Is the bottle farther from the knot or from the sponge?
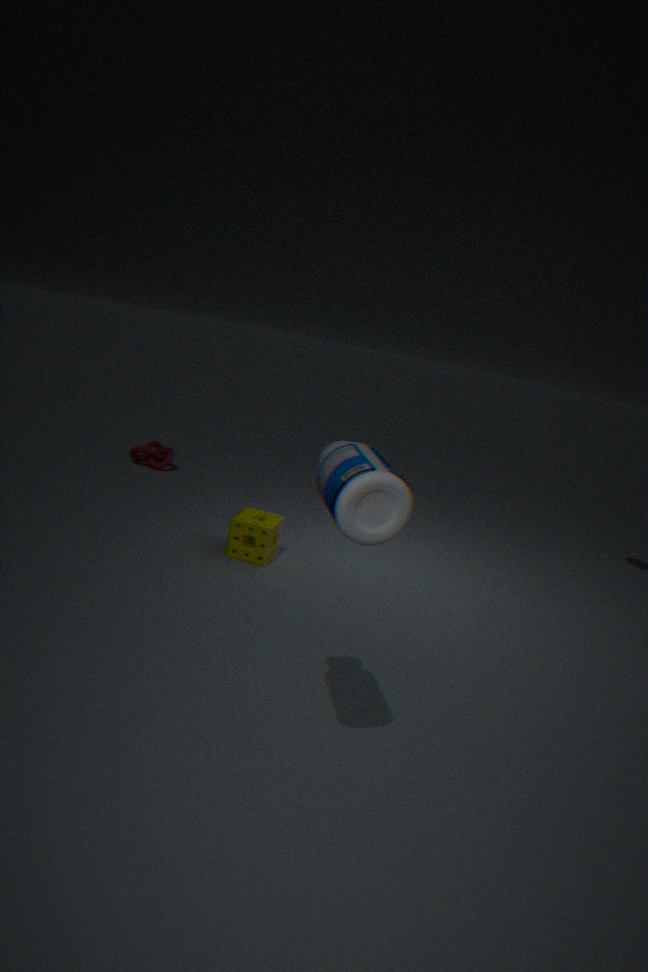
the knot
